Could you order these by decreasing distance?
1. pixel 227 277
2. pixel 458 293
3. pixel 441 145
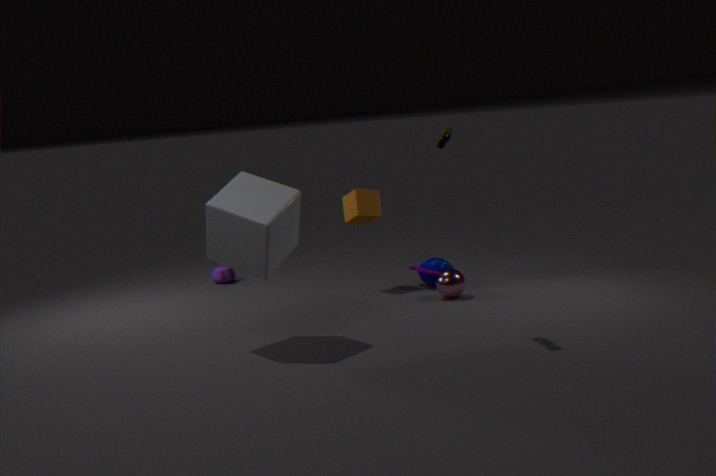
1. pixel 227 277
2. pixel 458 293
3. pixel 441 145
